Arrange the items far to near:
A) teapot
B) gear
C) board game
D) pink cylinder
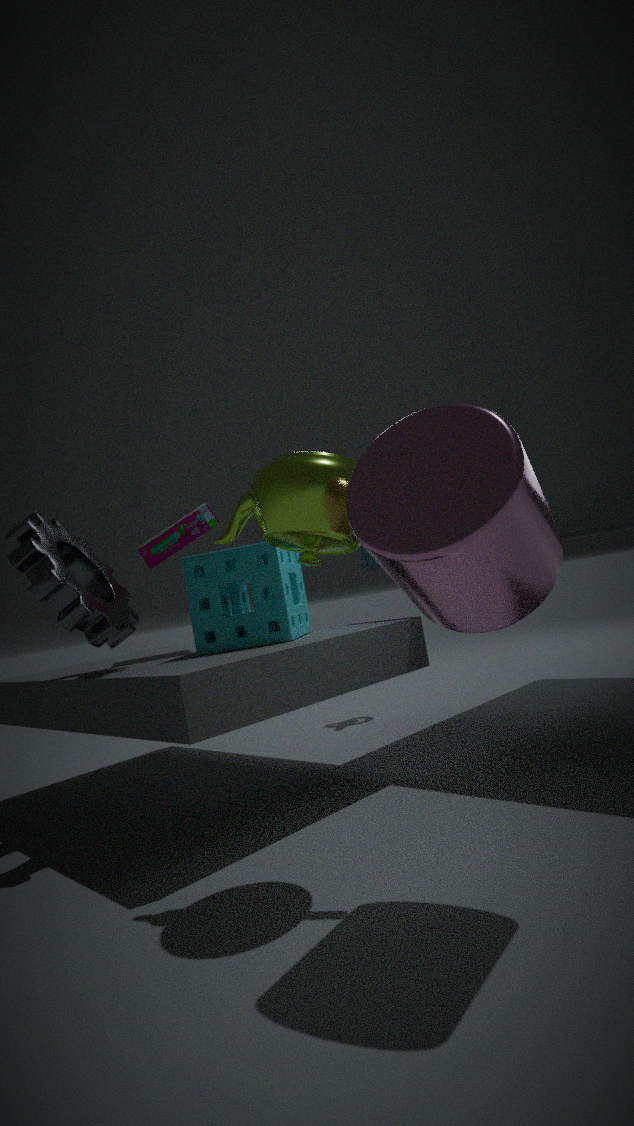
board game, gear, teapot, pink cylinder
